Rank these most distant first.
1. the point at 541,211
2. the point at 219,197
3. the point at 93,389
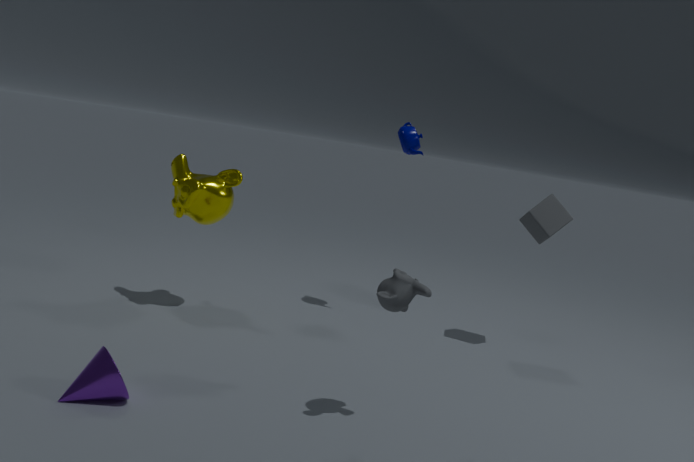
the point at 541,211 → the point at 219,197 → the point at 93,389
